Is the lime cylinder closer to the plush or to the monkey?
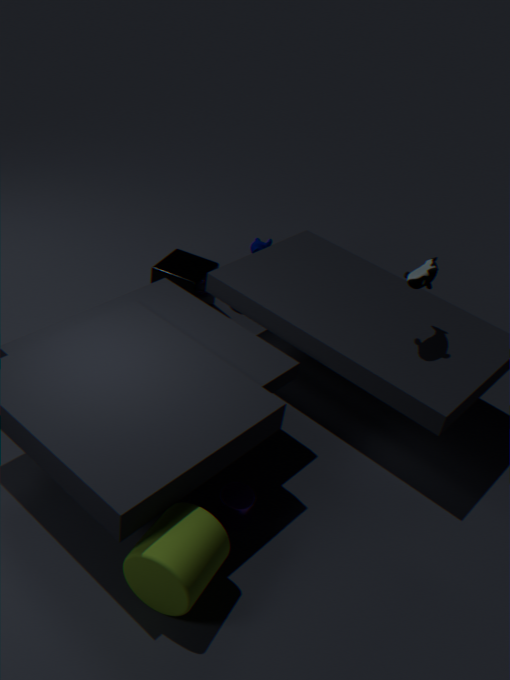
the plush
